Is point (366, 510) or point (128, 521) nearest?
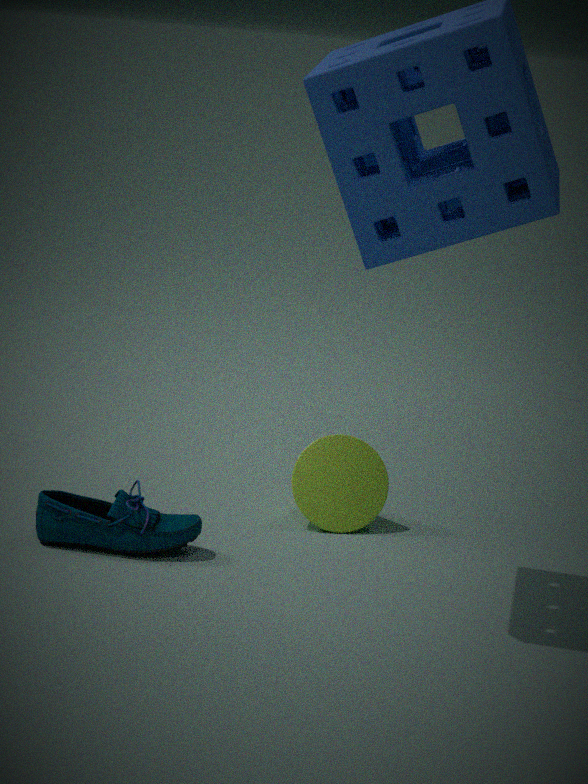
point (128, 521)
